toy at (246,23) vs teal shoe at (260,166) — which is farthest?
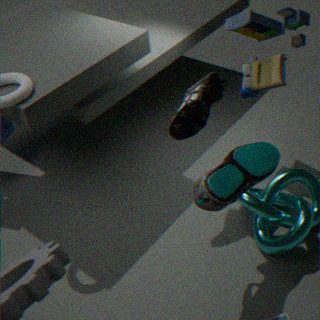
toy at (246,23)
